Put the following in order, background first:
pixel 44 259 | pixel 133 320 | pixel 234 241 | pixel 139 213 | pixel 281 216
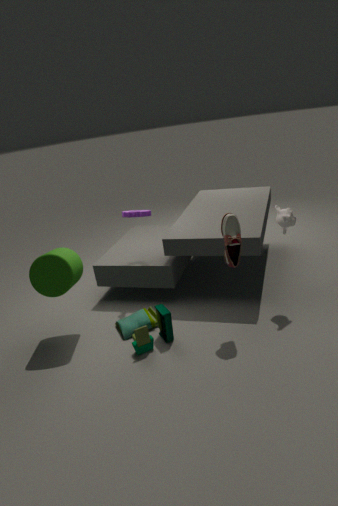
1. pixel 139 213
2. pixel 133 320
3. pixel 281 216
4. pixel 44 259
5. pixel 234 241
